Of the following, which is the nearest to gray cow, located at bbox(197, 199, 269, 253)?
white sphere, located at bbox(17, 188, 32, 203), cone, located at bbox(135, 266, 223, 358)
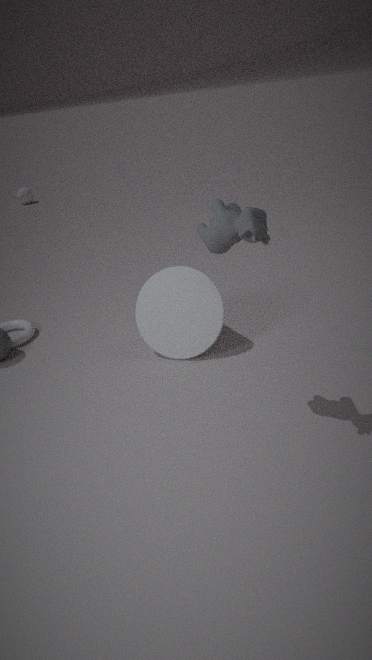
cone, located at bbox(135, 266, 223, 358)
